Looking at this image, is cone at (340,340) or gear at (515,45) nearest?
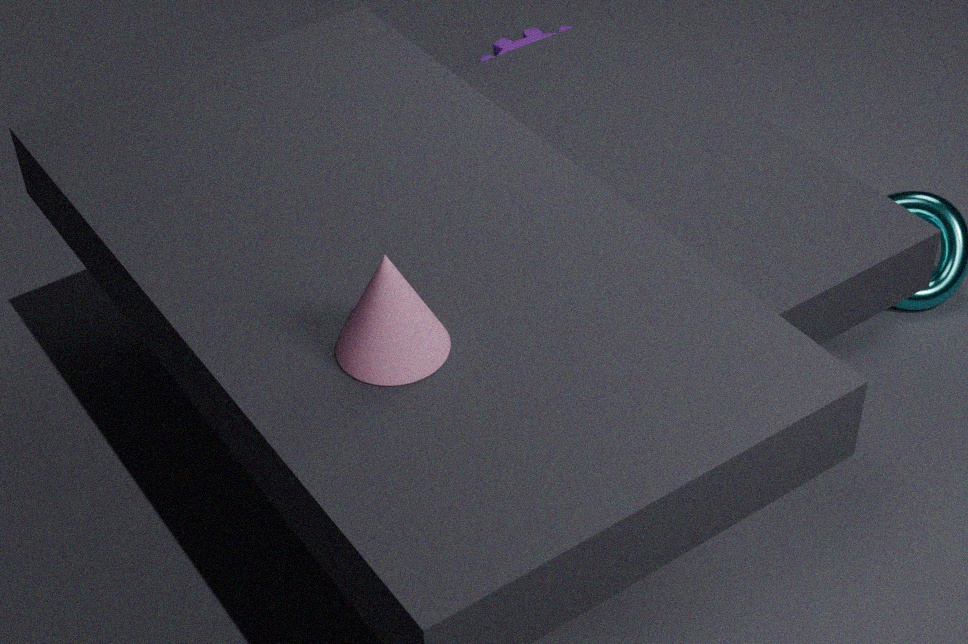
cone at (340,340)
